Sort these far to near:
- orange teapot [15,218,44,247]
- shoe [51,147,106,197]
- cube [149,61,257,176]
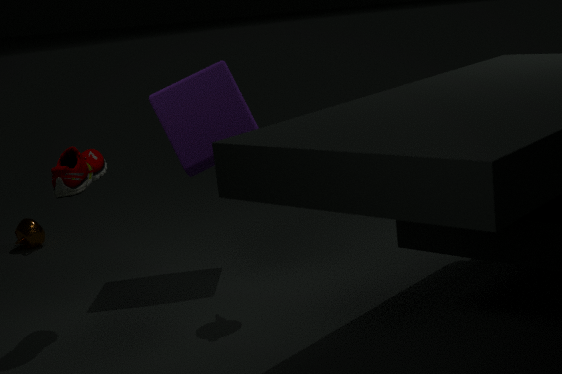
orange teapot [15,218,44,247] → cube [149,61,257,176] → shoe [51,147,106,197]
